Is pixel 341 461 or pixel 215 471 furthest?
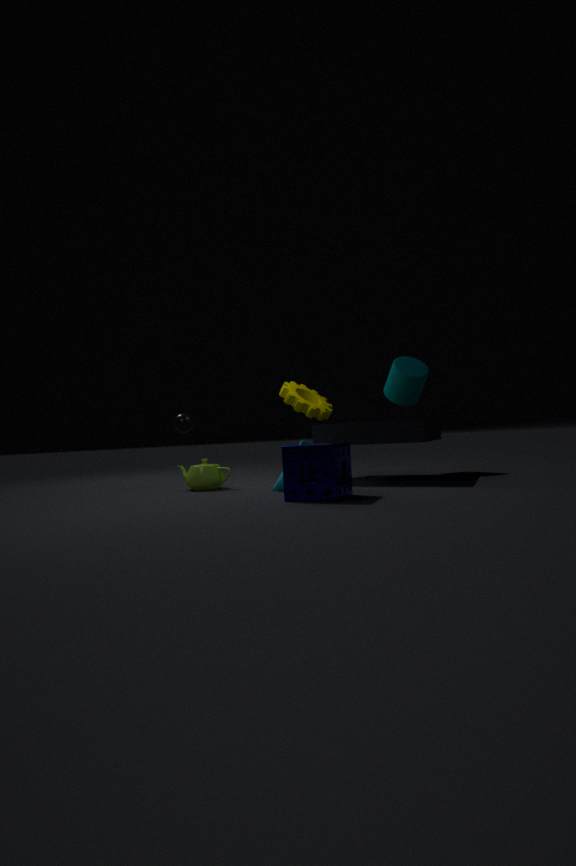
pixel 215 471
